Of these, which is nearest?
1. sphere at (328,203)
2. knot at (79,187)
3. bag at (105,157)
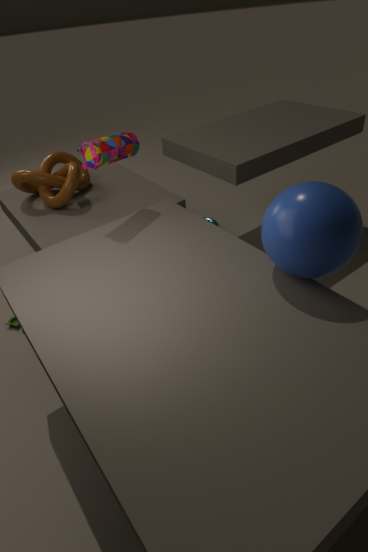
sphere at (328,203)
